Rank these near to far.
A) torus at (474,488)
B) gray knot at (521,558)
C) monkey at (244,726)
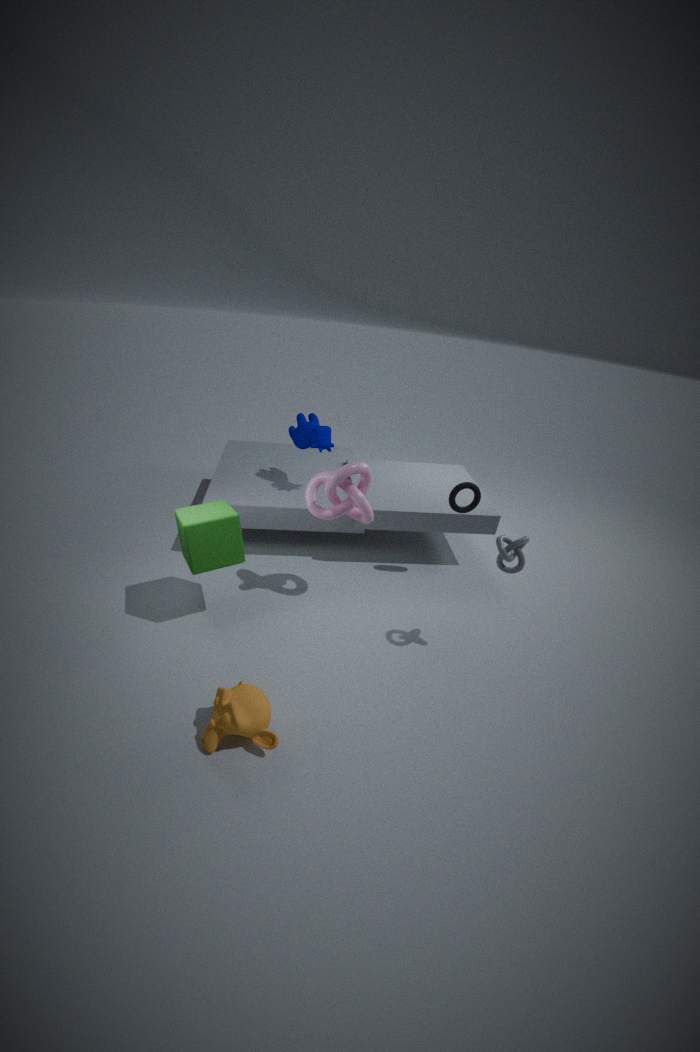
monkey at (244,726), gray knot at (521,558), torus at (474,488)
